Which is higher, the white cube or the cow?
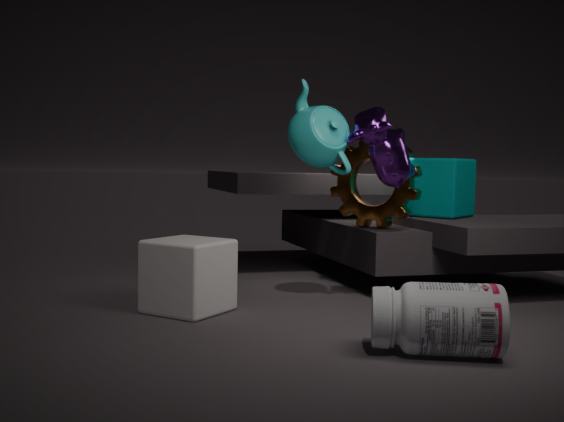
the cow
